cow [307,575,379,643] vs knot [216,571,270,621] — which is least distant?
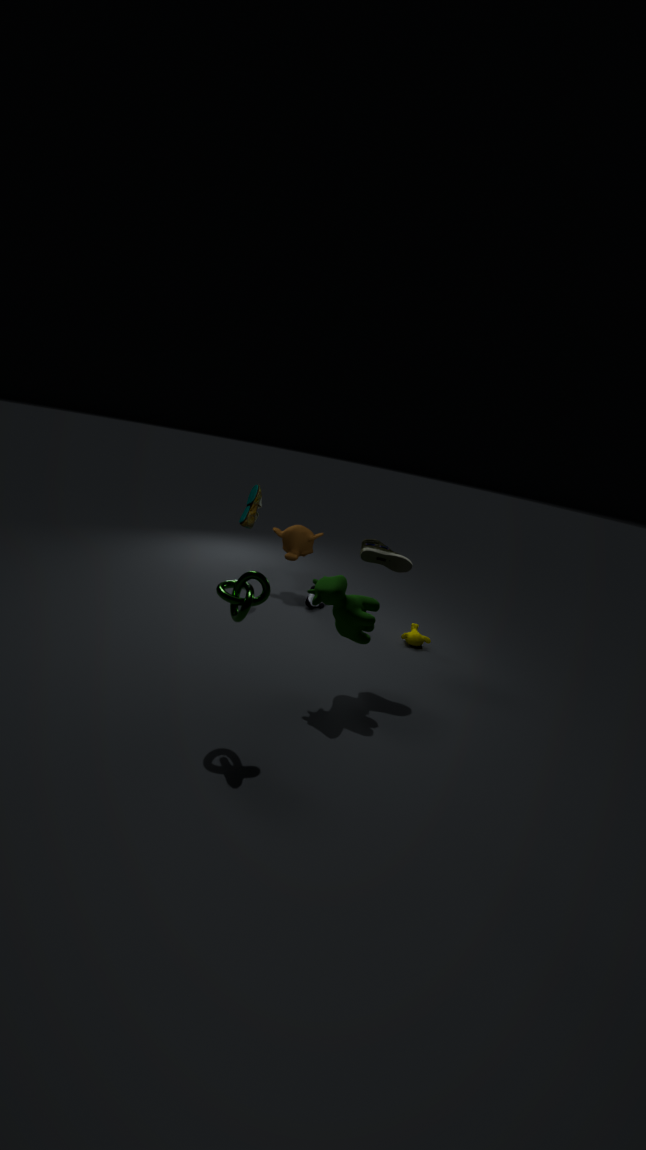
knot [216,571,270,621]
